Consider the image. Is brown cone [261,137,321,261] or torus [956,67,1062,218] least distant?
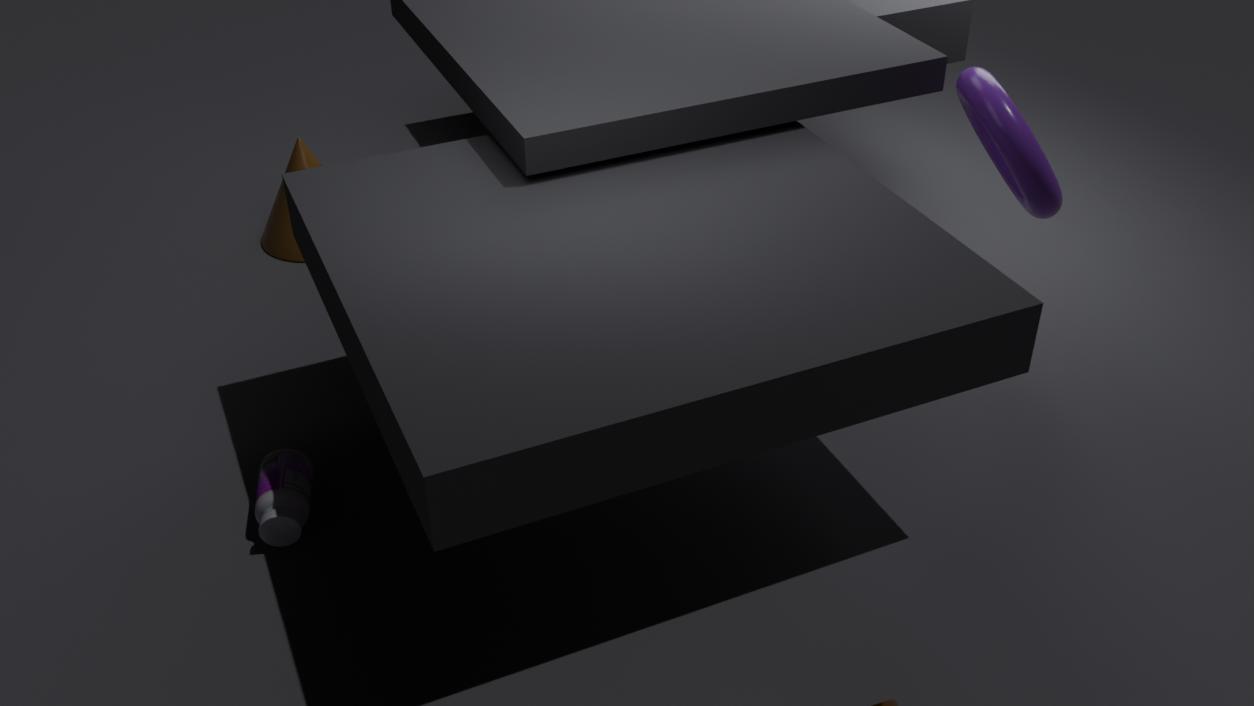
torus [956,67,1062,218]
